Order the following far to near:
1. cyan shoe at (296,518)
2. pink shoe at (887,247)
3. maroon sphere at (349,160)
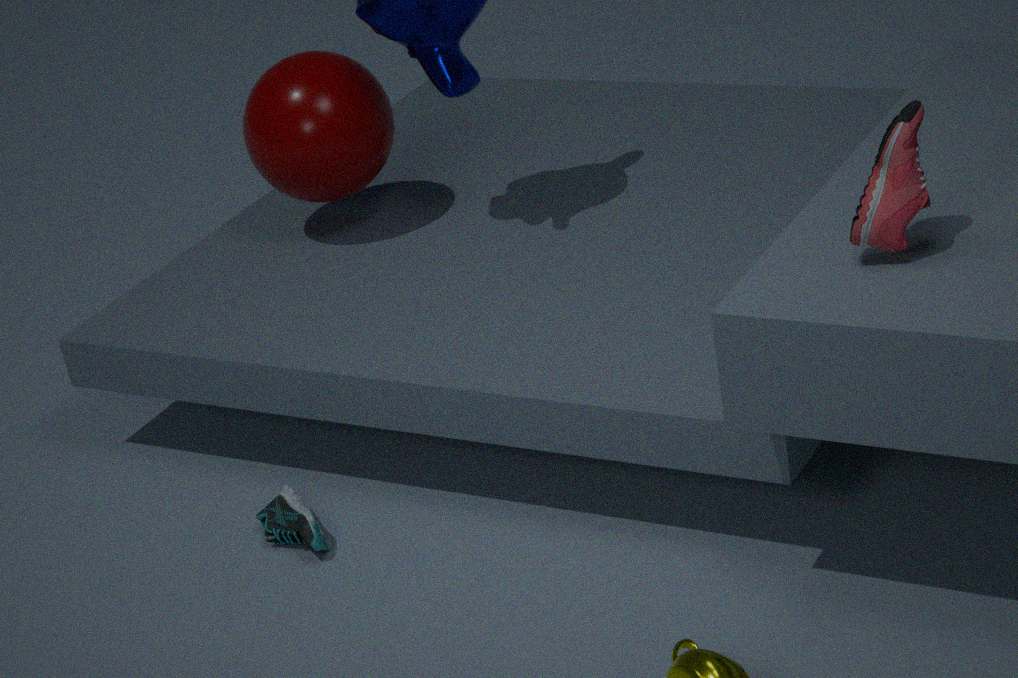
maroon sphere at (349,160)
cyan shoe at (296,518)
pink shoe at (887,247)
